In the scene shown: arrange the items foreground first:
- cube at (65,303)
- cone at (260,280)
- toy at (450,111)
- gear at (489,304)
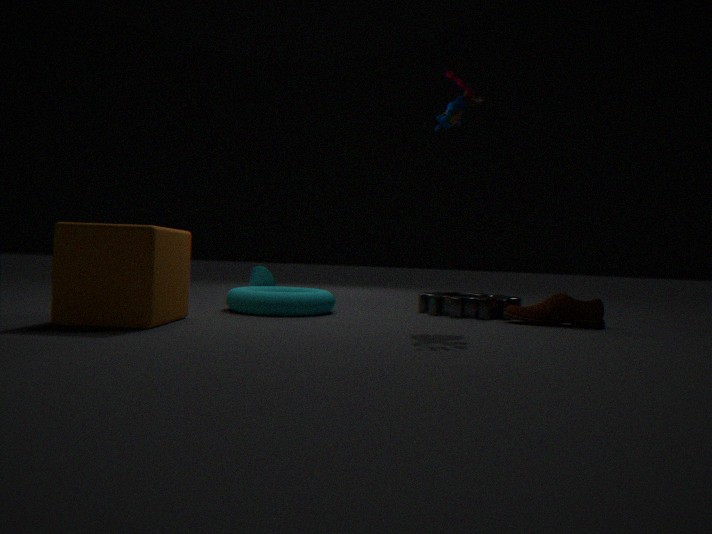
cube at (65,303) → toy at (450,111) → gear at (489,304) → cone at (260,280)
